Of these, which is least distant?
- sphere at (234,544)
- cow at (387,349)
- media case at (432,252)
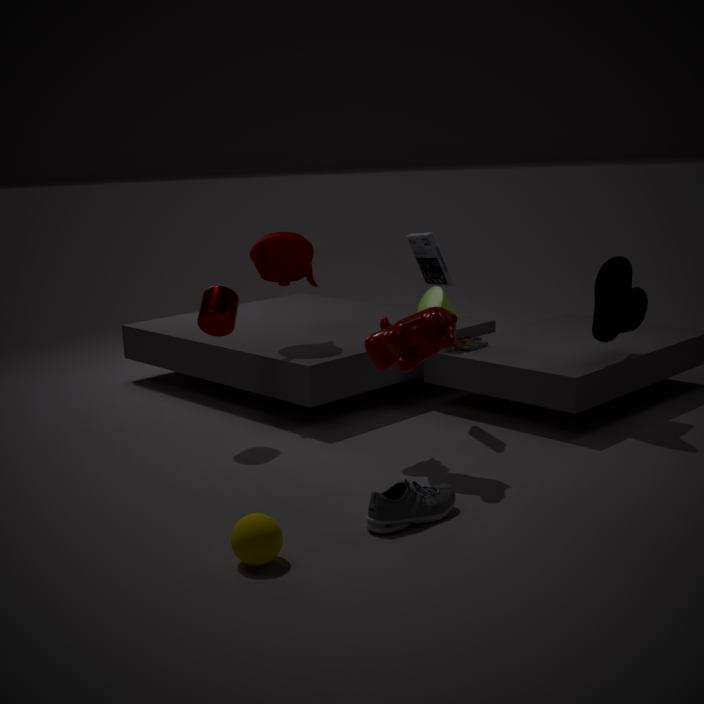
sphere at (234,544)
